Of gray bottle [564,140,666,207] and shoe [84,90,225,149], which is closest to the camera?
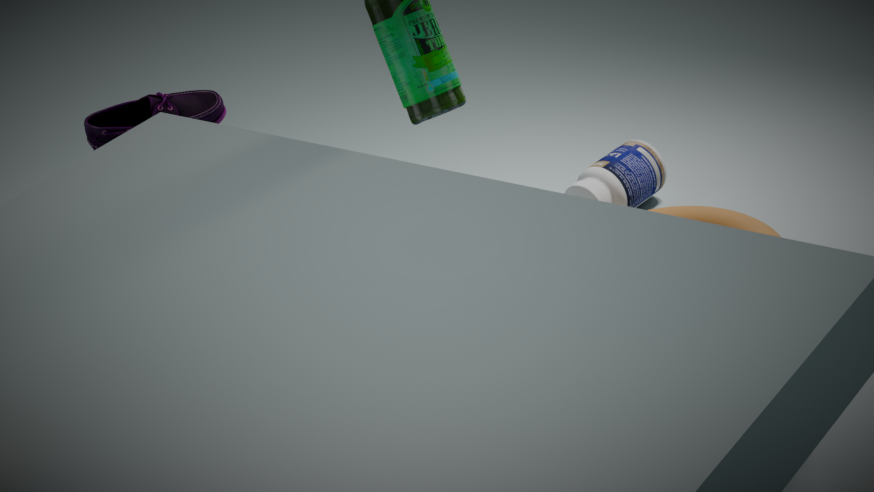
shoe [84,90,225,149]
